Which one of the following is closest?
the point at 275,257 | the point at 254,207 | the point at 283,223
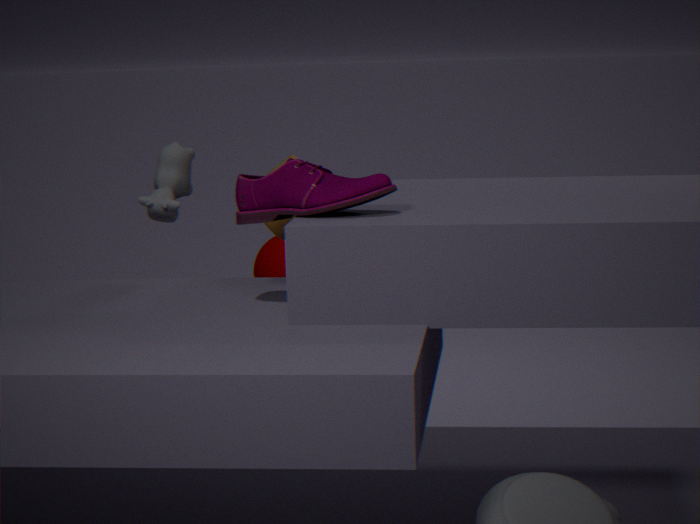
the point at 254,207
